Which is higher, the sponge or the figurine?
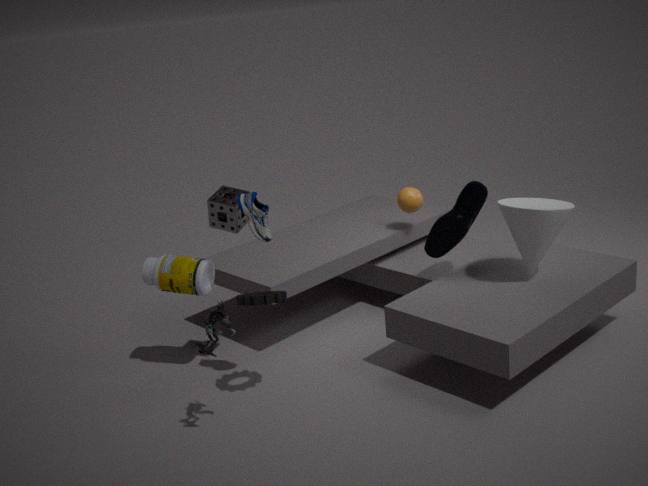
the sponge
